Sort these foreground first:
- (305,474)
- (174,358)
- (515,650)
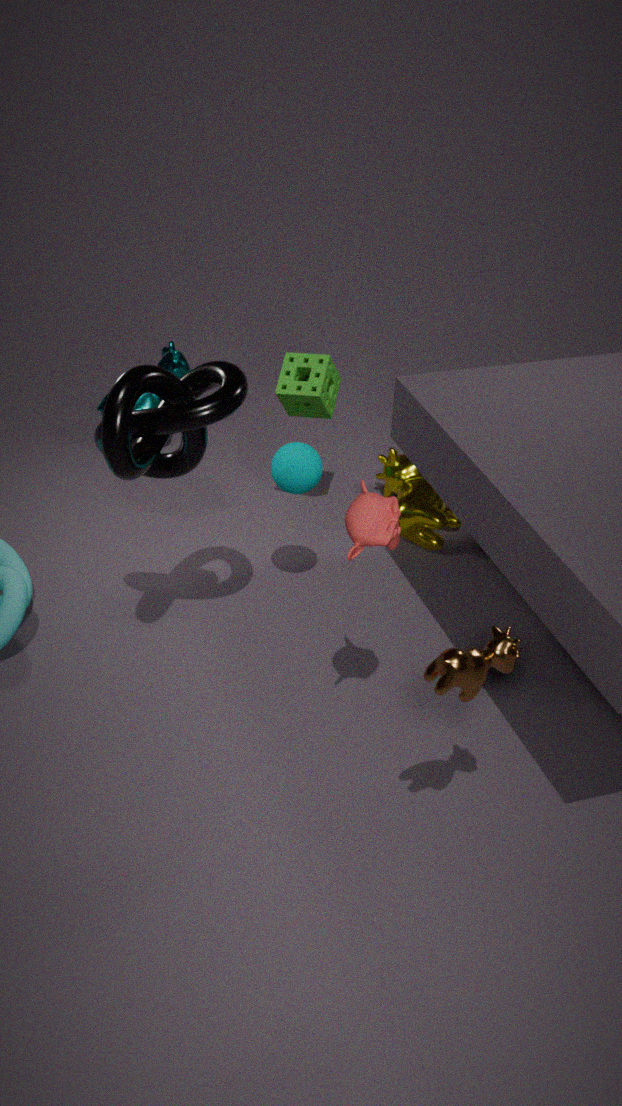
(515,650), (305,474), (174,358)
